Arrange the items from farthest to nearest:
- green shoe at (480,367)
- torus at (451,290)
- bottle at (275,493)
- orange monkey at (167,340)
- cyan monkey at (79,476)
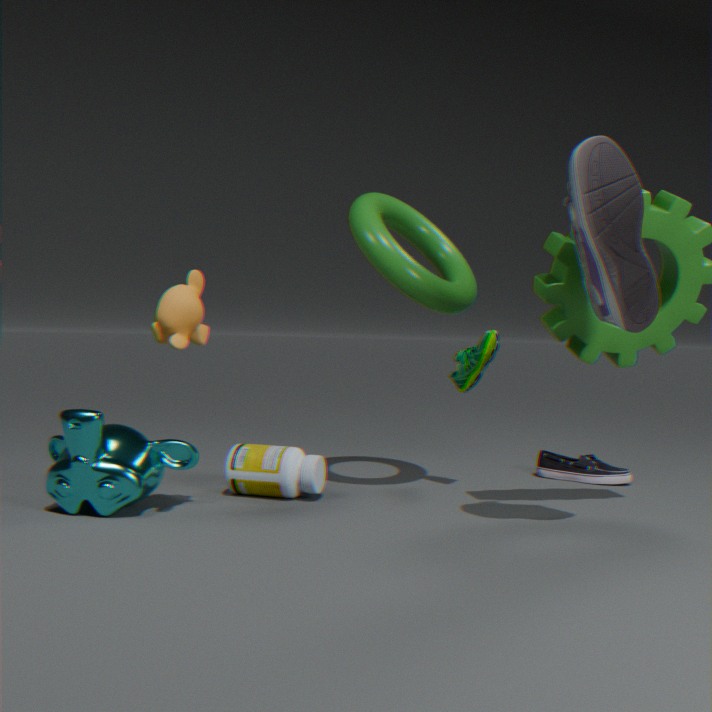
green shoe at (480,367) → bottle at (275,493) → torus at (451,290) → cyan monkey at (79,476) → orange monkey at (167,340)
